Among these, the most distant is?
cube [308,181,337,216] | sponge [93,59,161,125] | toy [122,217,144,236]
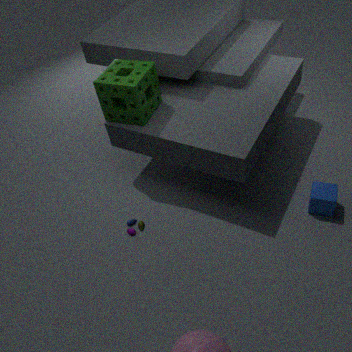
toy [122,217,144,236]
